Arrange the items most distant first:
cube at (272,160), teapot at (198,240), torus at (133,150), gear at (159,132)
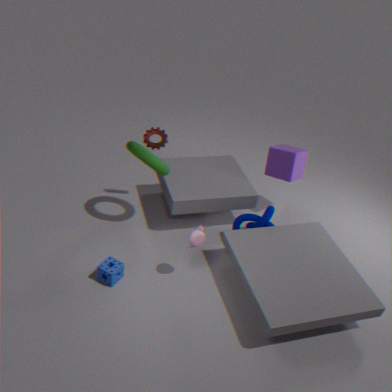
1. cube at (272,160)
2. gear at (159,132)
3. torus at (133,150)
4. teapot at (198,240)
